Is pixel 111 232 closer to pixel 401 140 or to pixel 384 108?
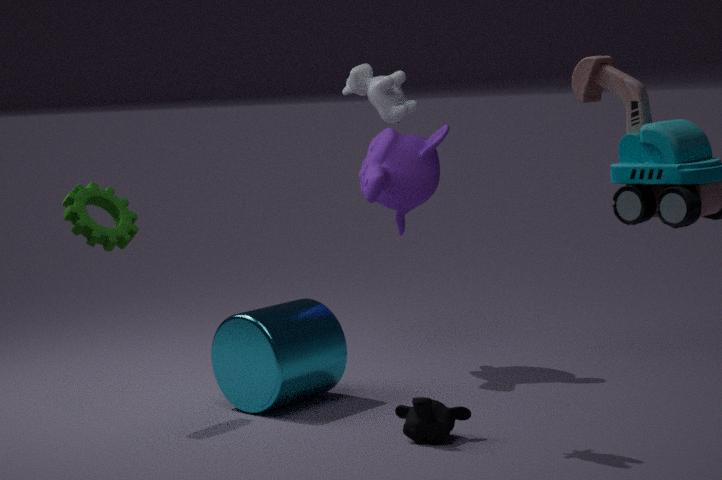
pixel 384 108
